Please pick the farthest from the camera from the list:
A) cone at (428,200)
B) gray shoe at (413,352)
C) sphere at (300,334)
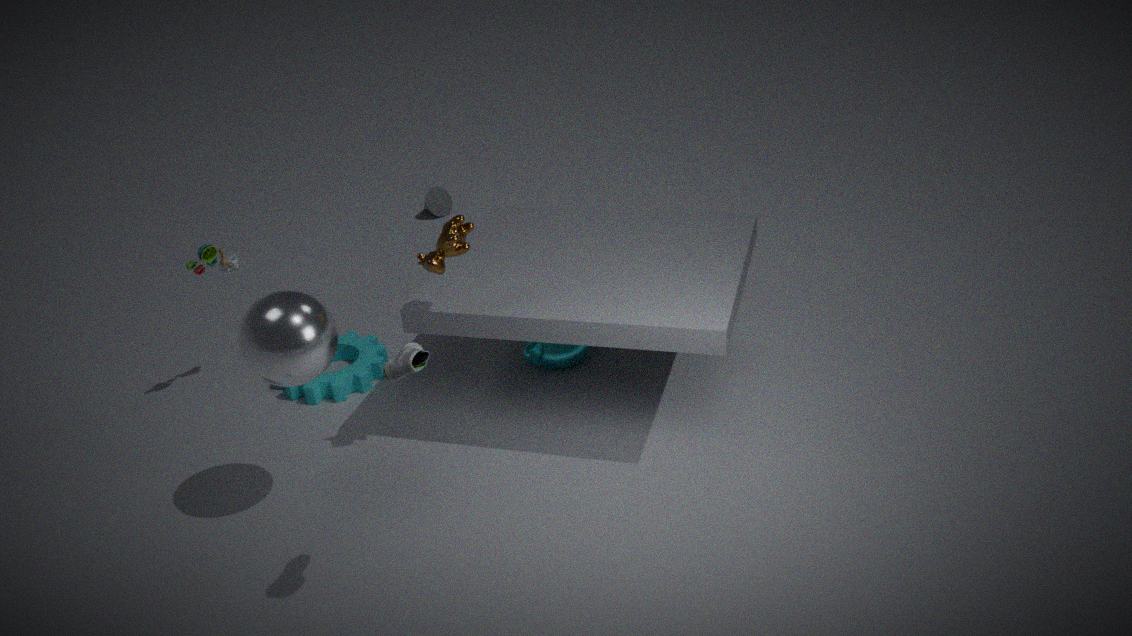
cone at (428,200)
